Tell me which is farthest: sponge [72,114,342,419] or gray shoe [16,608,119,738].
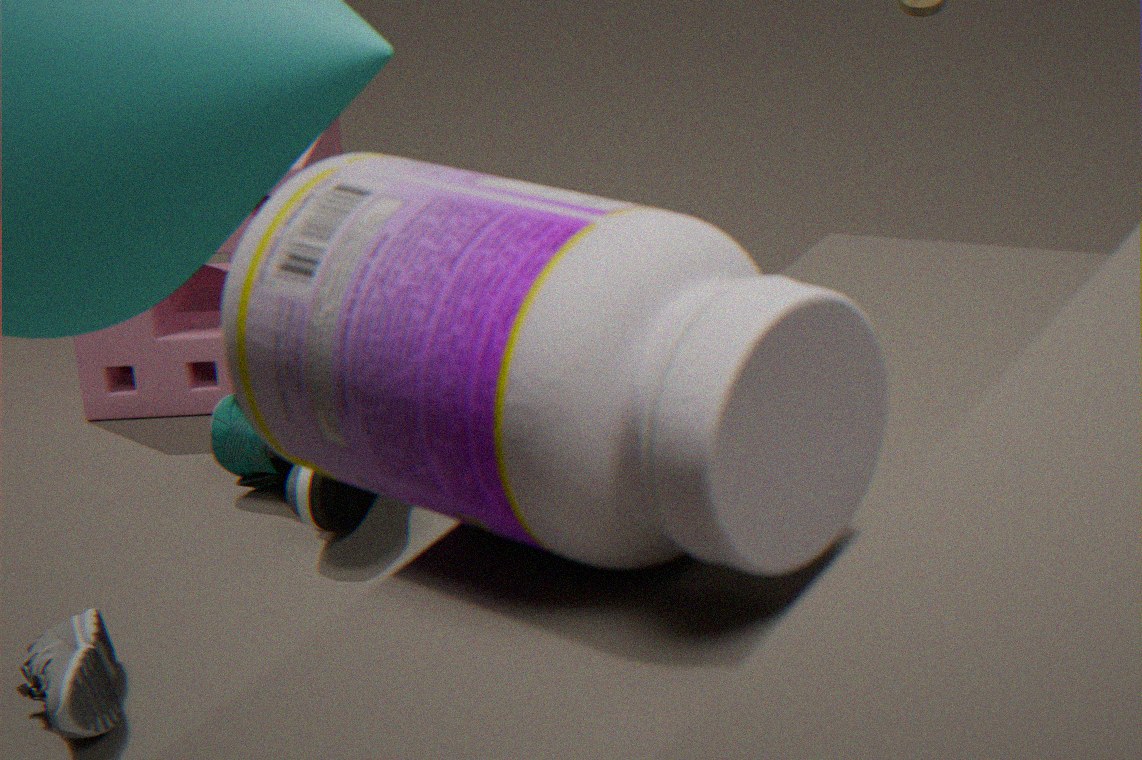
sponge [72,114,342,419]
